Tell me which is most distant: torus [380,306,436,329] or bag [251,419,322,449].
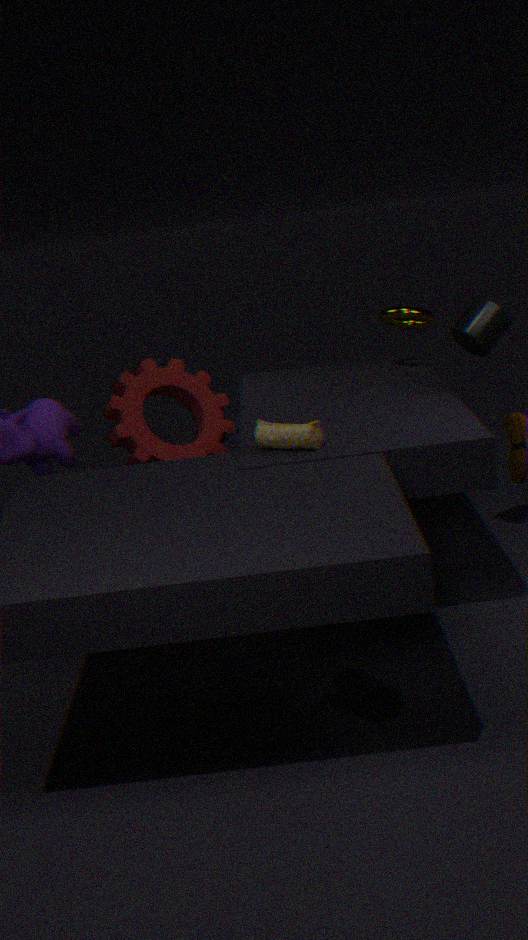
torus [380,306,436,329]
